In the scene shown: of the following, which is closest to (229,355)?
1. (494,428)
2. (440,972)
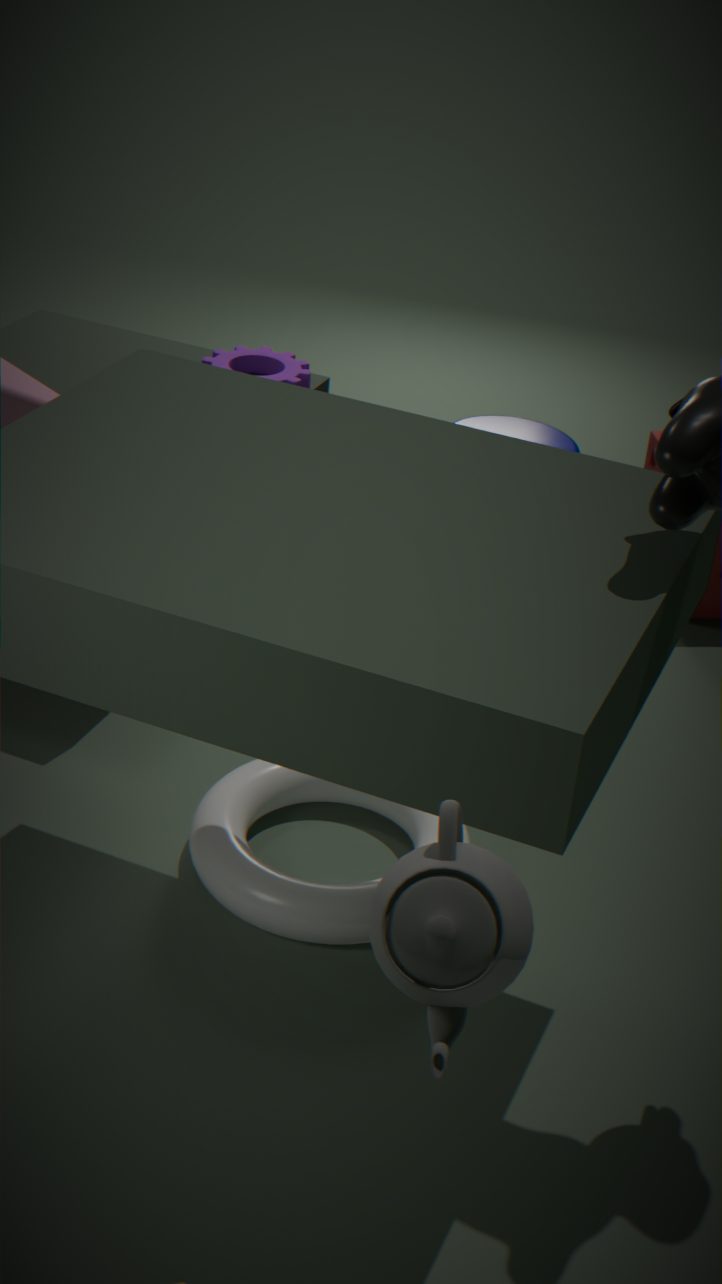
(494,428)
